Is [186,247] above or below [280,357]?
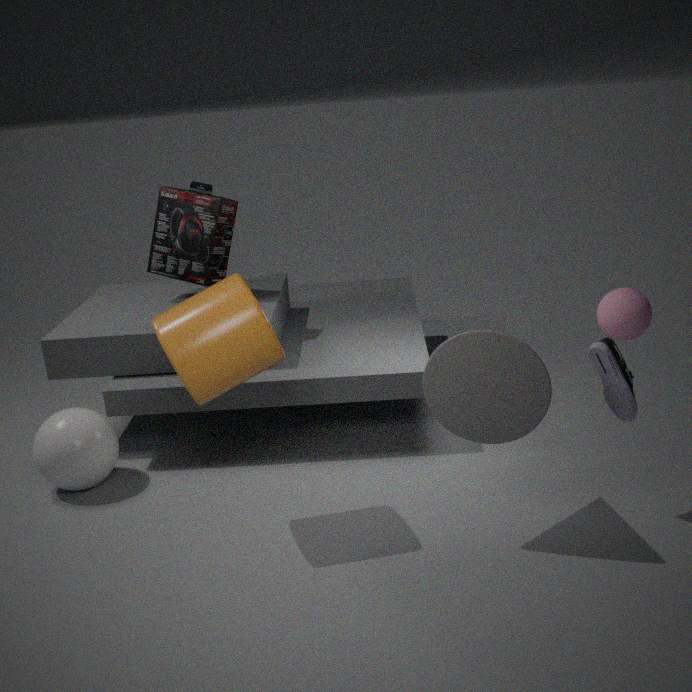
above
